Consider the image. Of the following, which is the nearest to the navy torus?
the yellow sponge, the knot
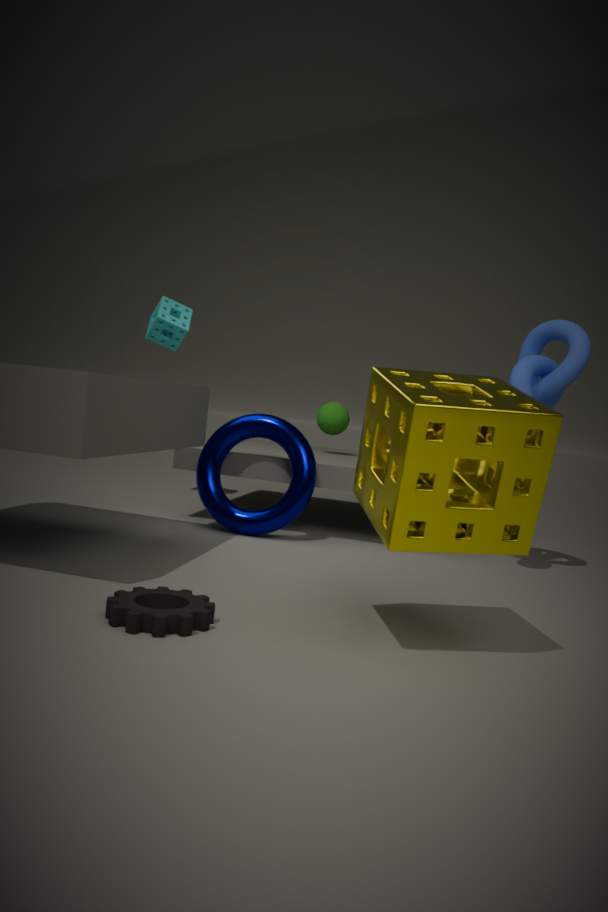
the knot
